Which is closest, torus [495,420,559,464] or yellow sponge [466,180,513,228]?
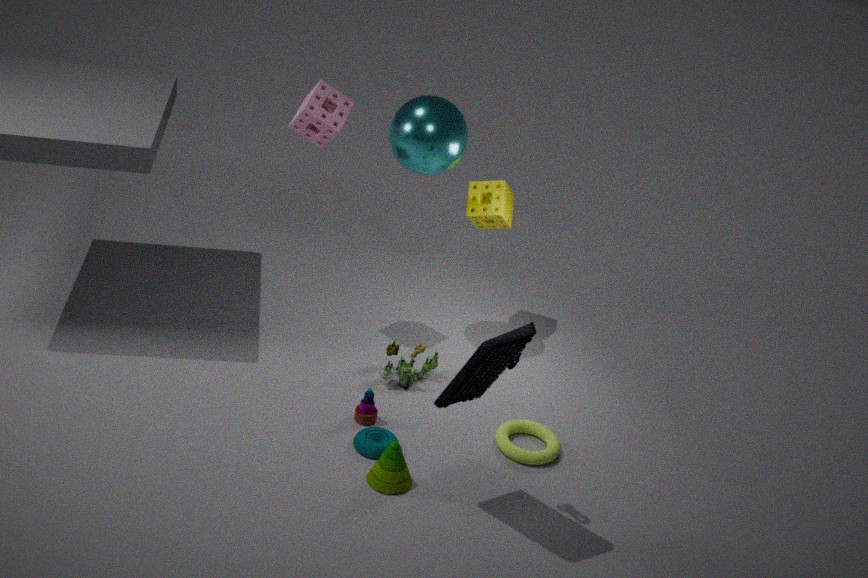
torus [495,420,559,464]
